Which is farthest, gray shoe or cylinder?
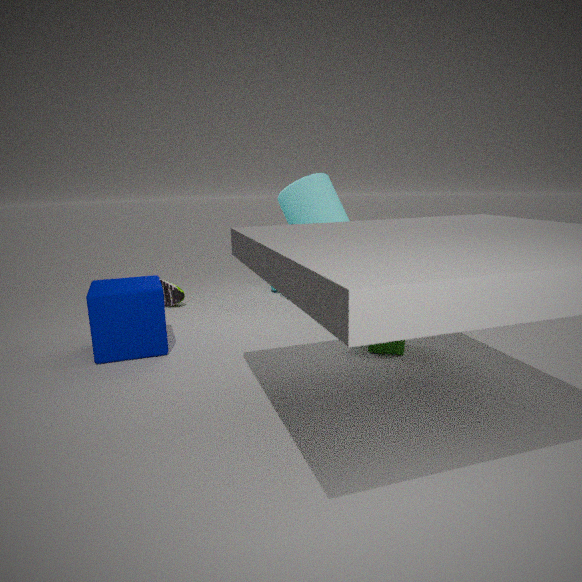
gray shoe
